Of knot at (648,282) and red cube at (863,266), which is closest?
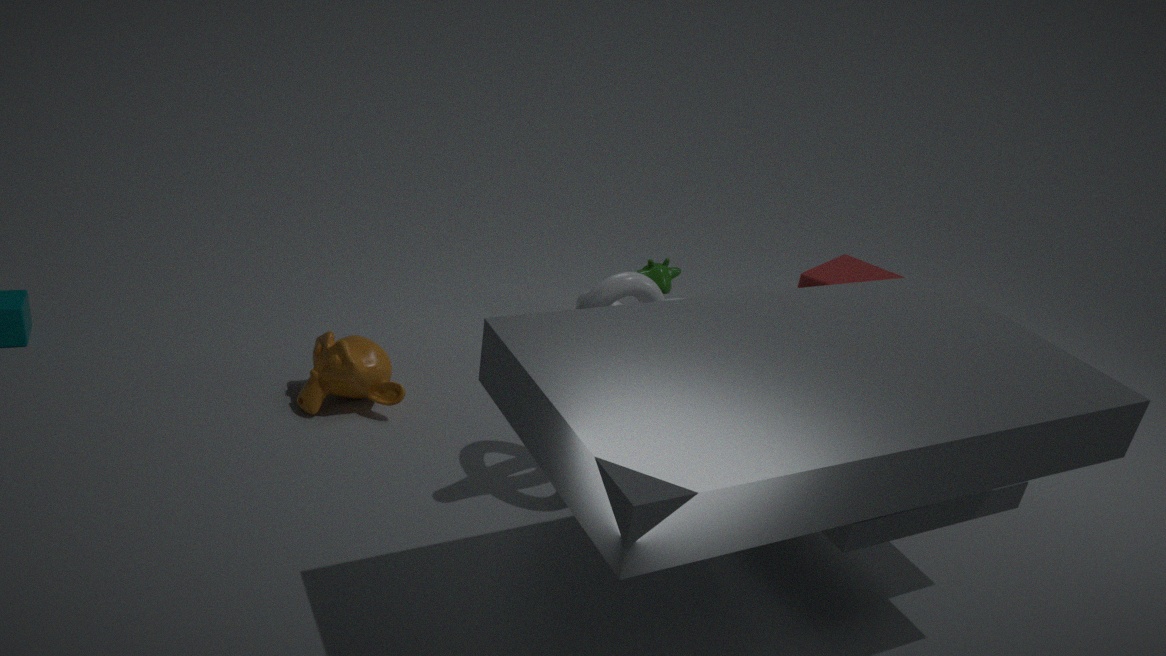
knot at (648,282)
